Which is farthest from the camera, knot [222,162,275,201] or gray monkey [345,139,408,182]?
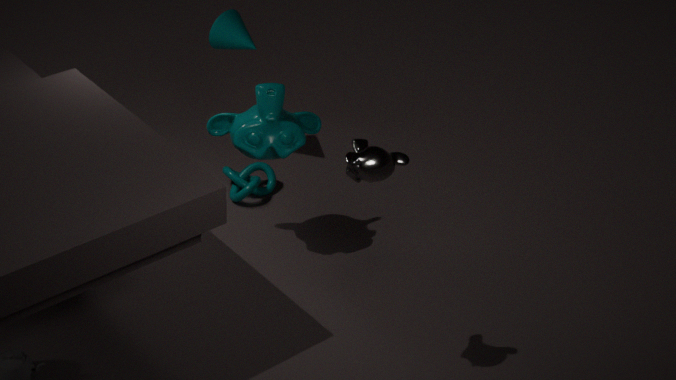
knot [222,162,275,201]
